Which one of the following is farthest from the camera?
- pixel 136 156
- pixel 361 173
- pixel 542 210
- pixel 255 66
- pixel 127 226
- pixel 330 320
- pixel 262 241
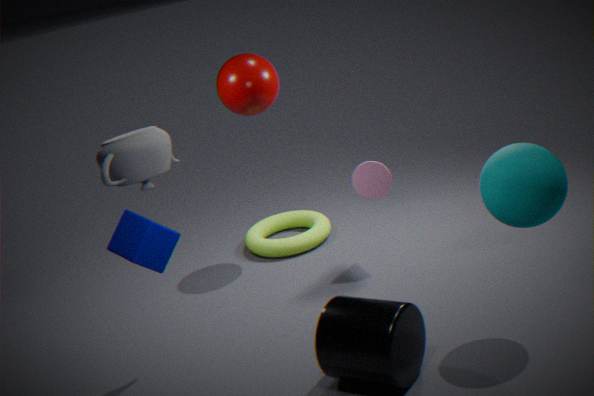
pixel 262 241
